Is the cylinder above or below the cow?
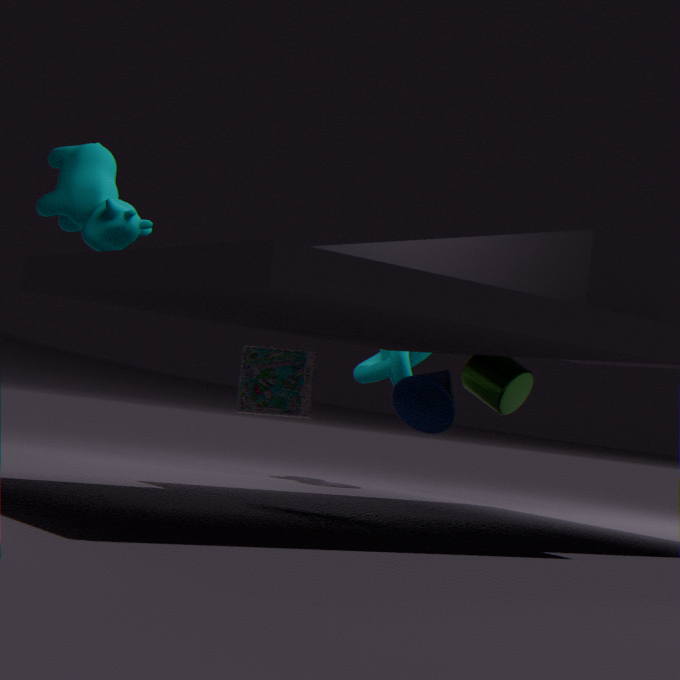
below
